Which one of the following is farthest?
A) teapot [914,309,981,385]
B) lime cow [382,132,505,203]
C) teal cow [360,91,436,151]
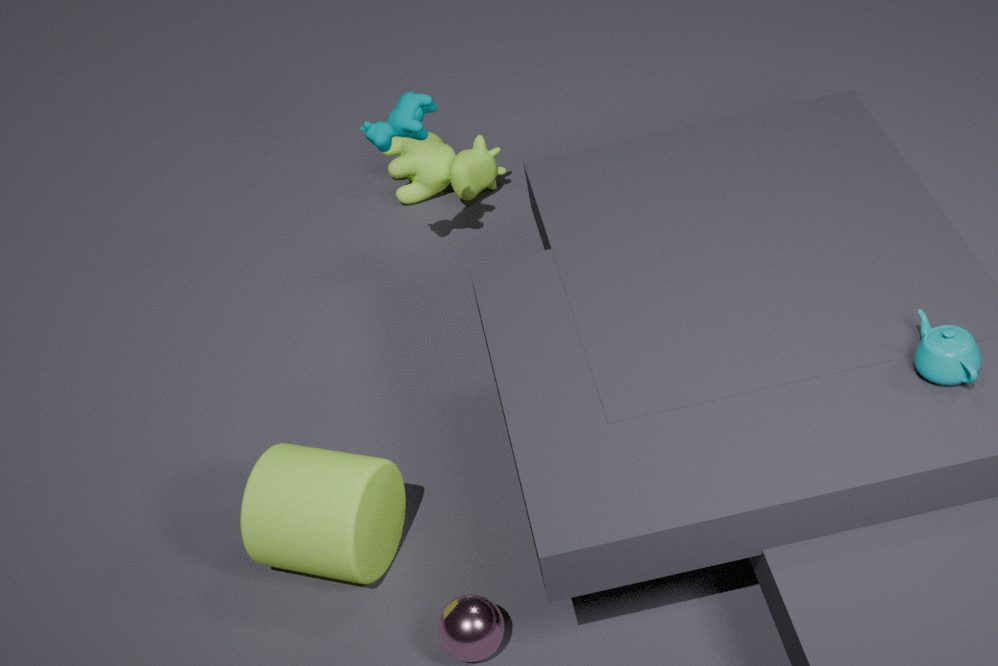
lime cow [382,132,505,203]
